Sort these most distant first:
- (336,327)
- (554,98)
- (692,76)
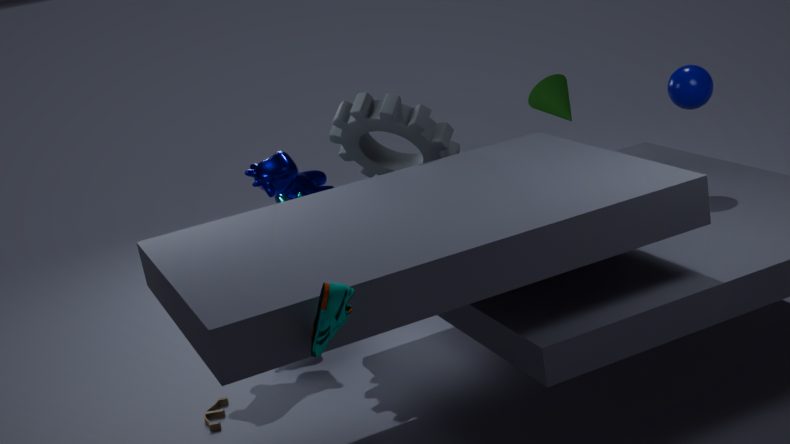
(554,98) → (692,76) → (336,327)
